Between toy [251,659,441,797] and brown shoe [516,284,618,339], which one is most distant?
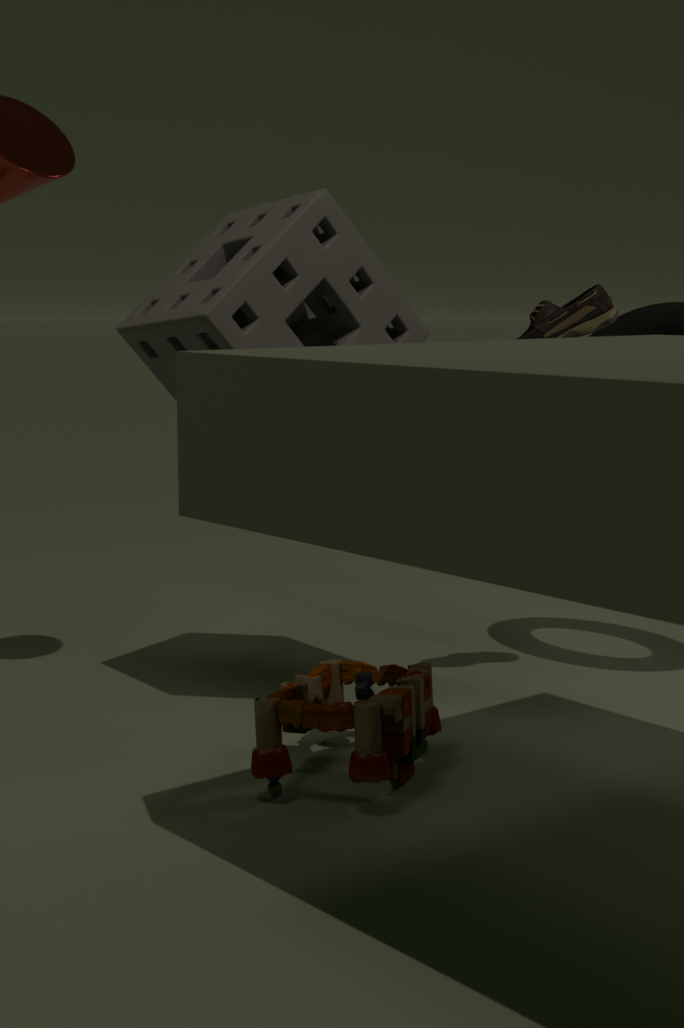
brown shoe [516,284,618,339]
